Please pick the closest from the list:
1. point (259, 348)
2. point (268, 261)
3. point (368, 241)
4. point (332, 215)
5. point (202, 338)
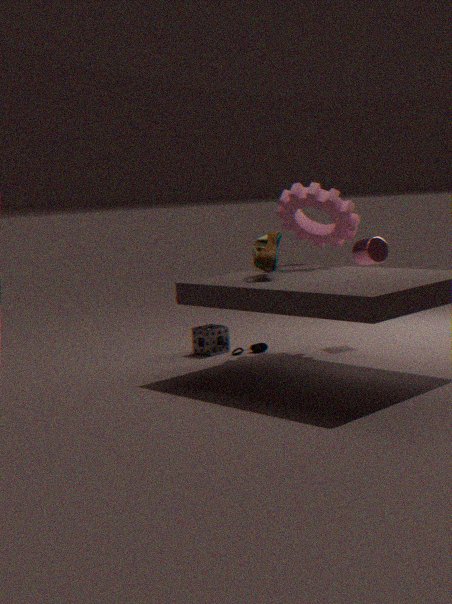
point (268, 261)
